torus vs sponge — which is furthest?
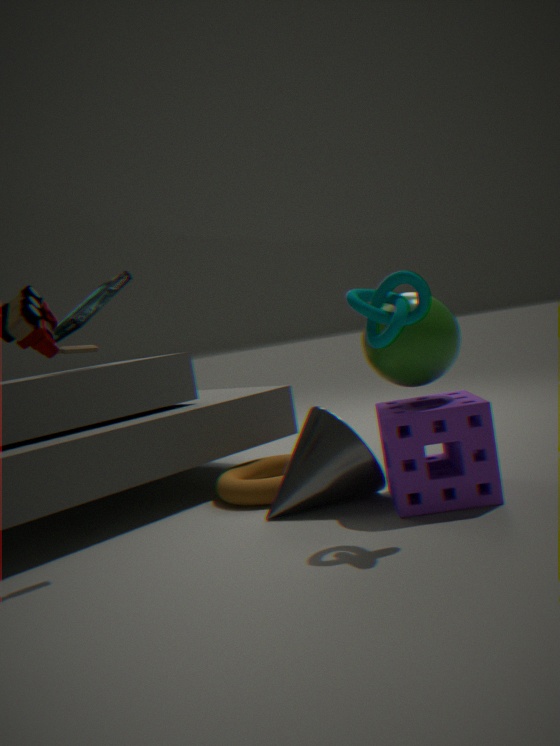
torus
